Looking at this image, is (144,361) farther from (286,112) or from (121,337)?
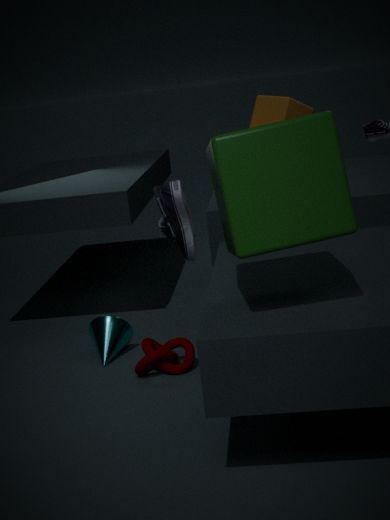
(286,112)
